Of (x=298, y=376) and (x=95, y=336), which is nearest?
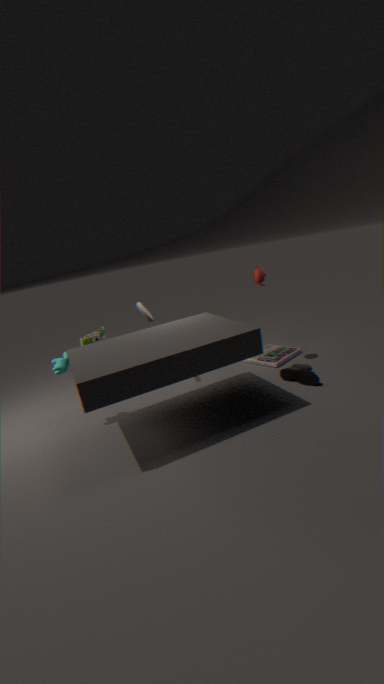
(x=298, y=376)
